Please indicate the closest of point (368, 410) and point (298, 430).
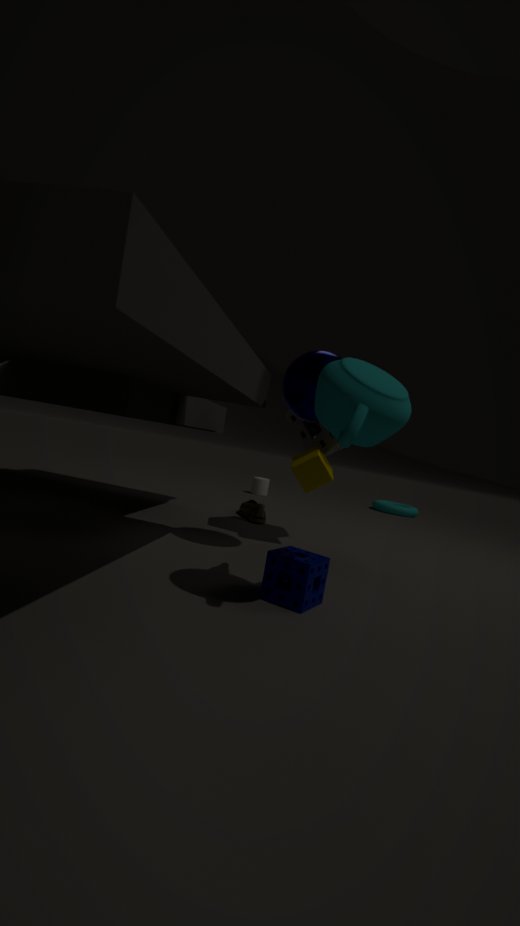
point (368, 410)
